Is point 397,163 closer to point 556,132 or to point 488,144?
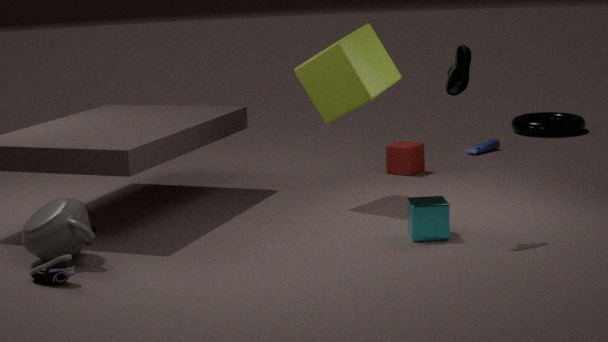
point 488,144
